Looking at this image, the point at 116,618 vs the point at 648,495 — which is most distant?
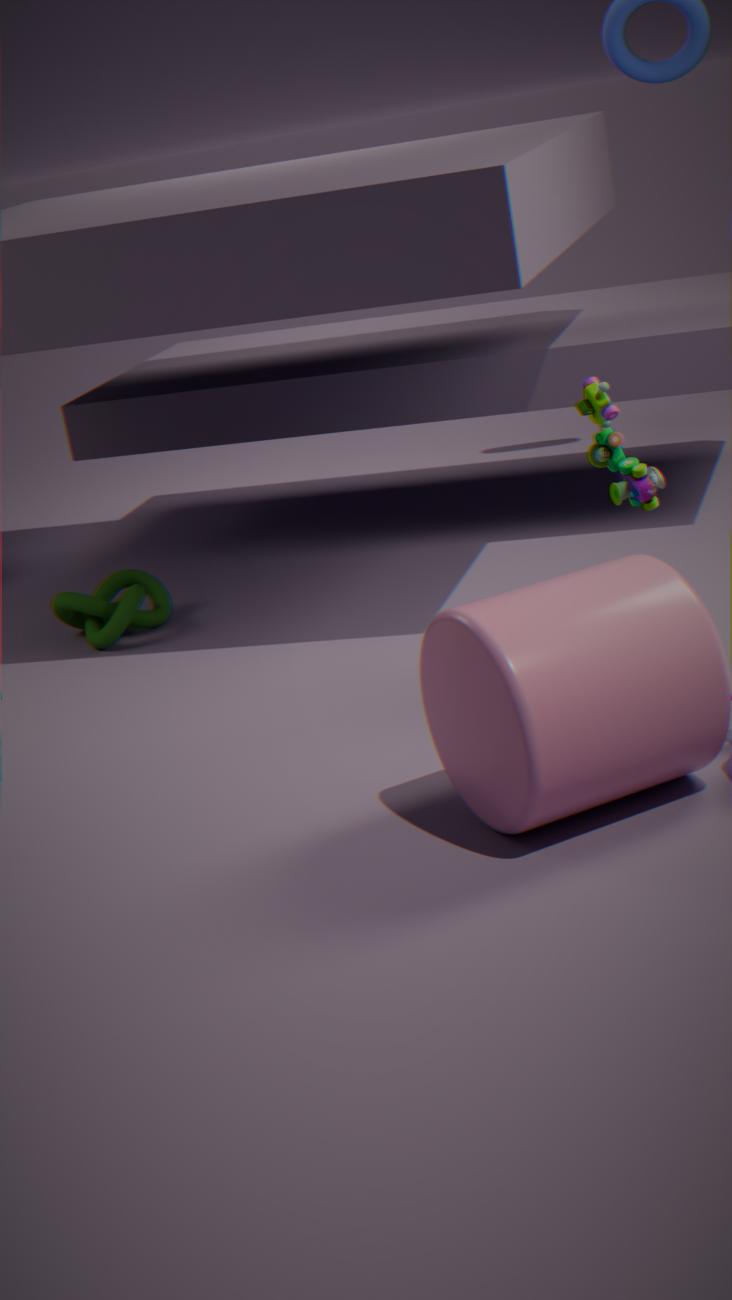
the point at 116,618
